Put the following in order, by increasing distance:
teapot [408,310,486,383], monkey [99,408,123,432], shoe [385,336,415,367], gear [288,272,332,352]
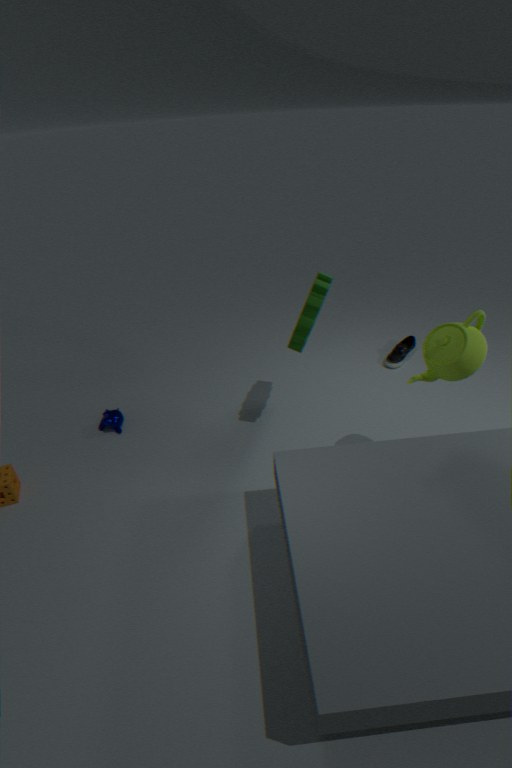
teapot [408,310,486,383]
gear [288,272,332,352]
monkey [99,408,123,432]
shoe [385,336,415,367]
